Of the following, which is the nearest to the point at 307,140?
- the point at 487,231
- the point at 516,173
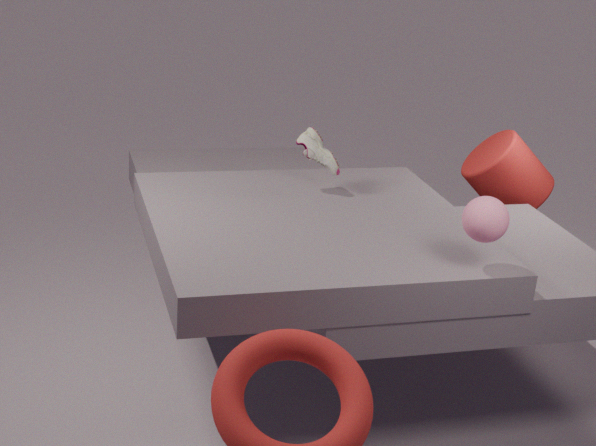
the point at 487,231
